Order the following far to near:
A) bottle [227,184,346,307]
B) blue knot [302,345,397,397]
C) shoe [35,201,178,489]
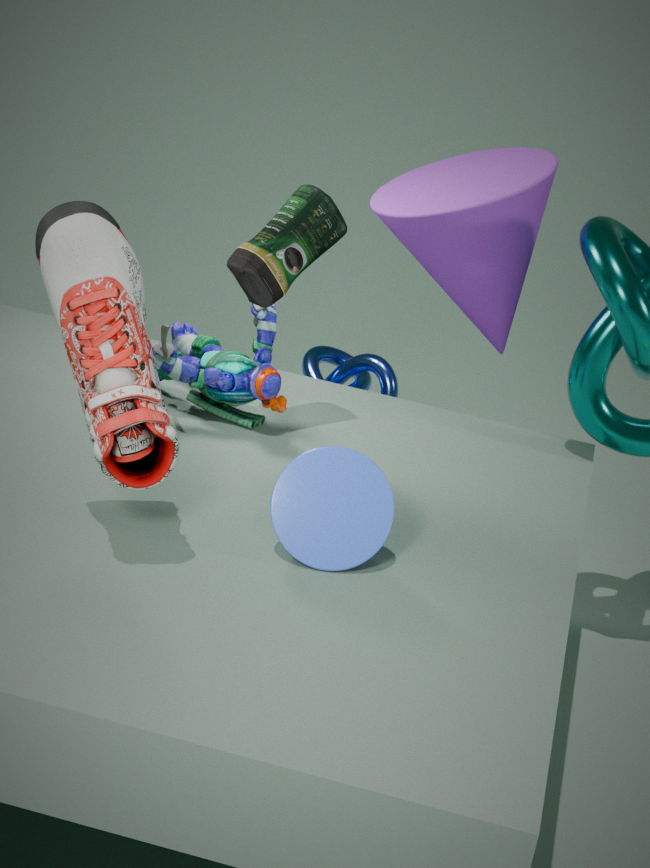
blue knot [302,345,397,397]
bottle [227,184,346,307]
shoe [35,201,178,489]
